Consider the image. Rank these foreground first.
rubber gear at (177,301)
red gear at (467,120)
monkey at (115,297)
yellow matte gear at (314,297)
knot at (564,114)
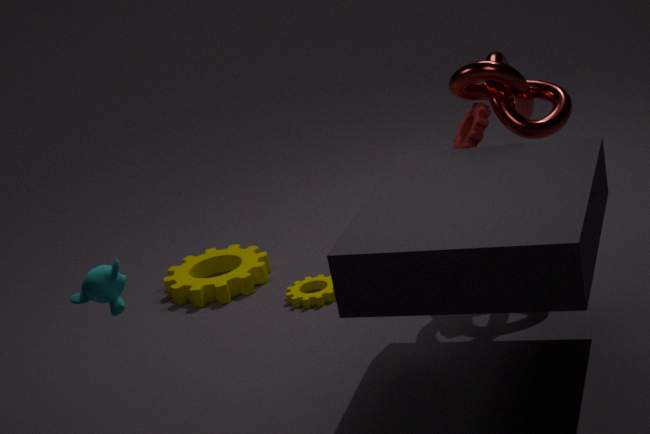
monkey at (115,297) < knot at (564,114) < red gear at (467,120) < yellow matte gear at (314,297) < rubber gear at (177,301)
